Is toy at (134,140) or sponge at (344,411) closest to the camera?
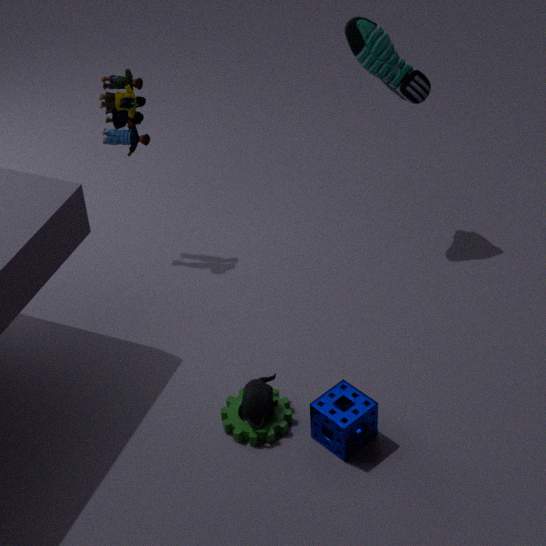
sponge at (344,411)
